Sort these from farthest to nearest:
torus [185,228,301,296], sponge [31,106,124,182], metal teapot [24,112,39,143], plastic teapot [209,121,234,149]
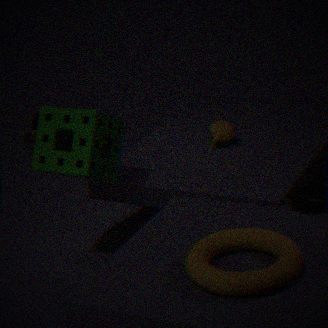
metal teapot [24,112,39,143]
plastic teapot [209,121,234,149]
sponge [31,106,124,182]
torus [185,228,301,296]
